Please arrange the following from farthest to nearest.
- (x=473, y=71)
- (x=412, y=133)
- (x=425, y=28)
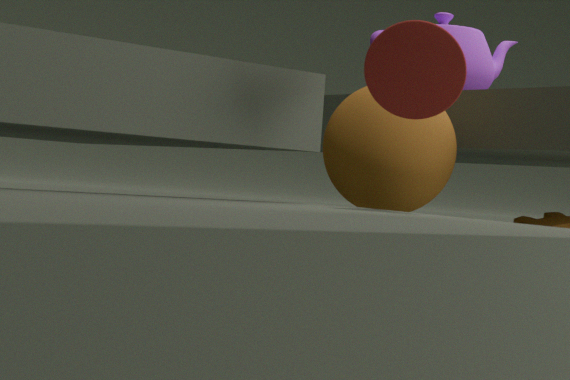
(x=473, y=71)
(x=412, y=133)
(x=425, y=28)
